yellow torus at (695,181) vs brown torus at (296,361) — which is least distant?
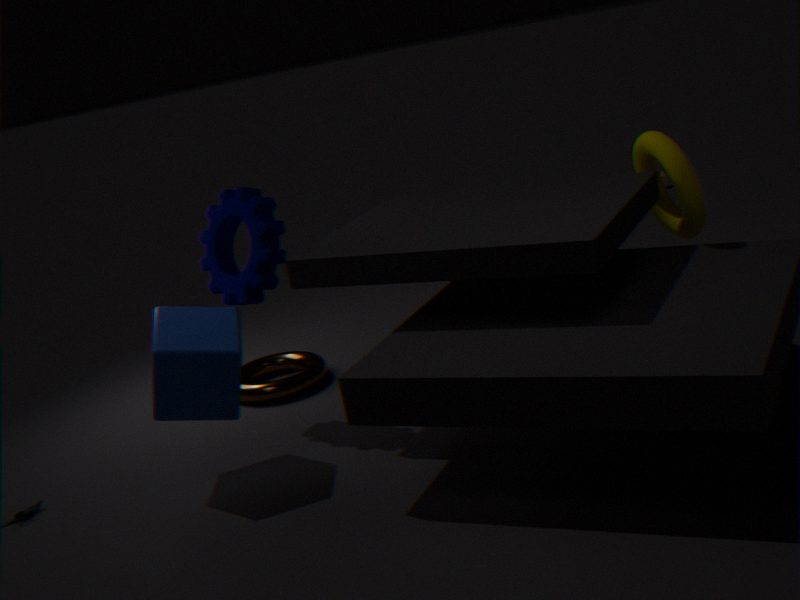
yellow torus at (695,181)
